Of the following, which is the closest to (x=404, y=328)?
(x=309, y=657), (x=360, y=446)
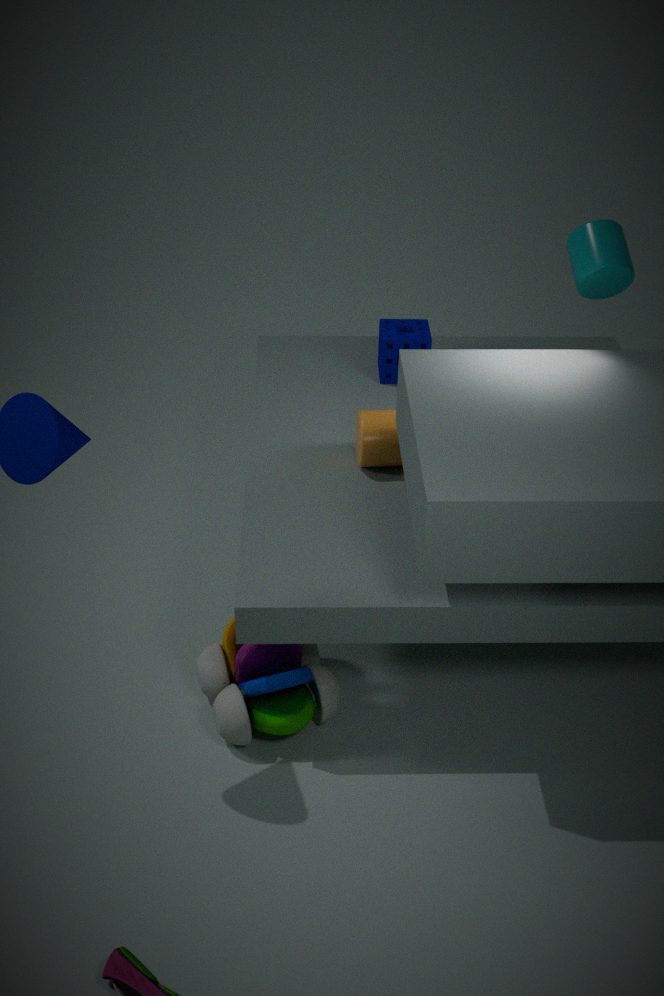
(x=360, y=446)
